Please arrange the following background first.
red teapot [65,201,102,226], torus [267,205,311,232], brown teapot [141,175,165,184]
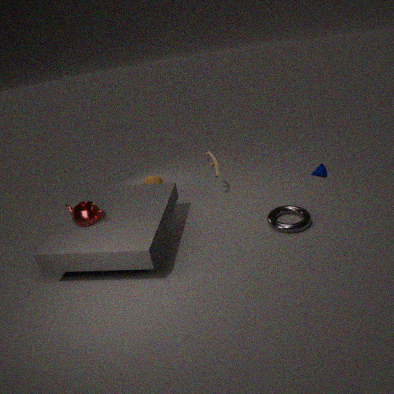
1. brown teapot [141,175,165,184]
2. torus [267,205,311,232]
3. red teapot [65,201,102,226]
